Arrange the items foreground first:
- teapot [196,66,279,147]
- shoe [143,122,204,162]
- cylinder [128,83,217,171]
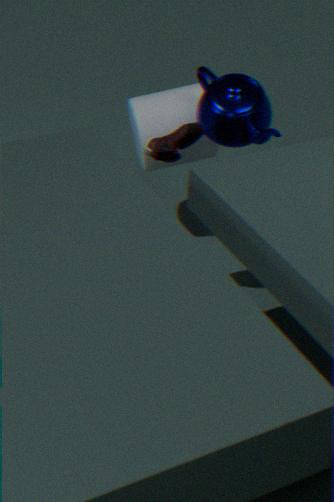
shoe [143,122,204,162] → teapot [196,66,279,147] → cylinder [128,83,217,171]
